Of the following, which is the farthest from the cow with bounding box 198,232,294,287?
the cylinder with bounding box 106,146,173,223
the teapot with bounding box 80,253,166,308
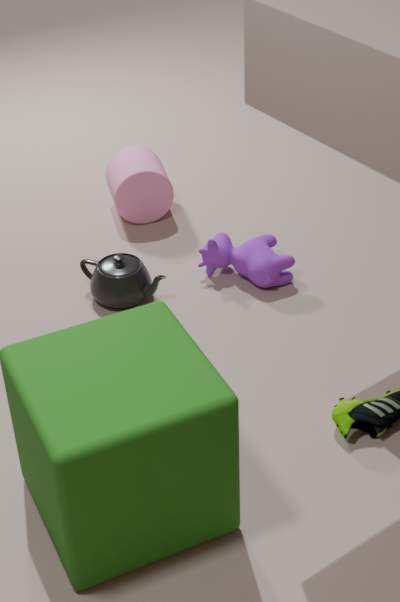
the cylinder with bounding box 106,146,173,223
